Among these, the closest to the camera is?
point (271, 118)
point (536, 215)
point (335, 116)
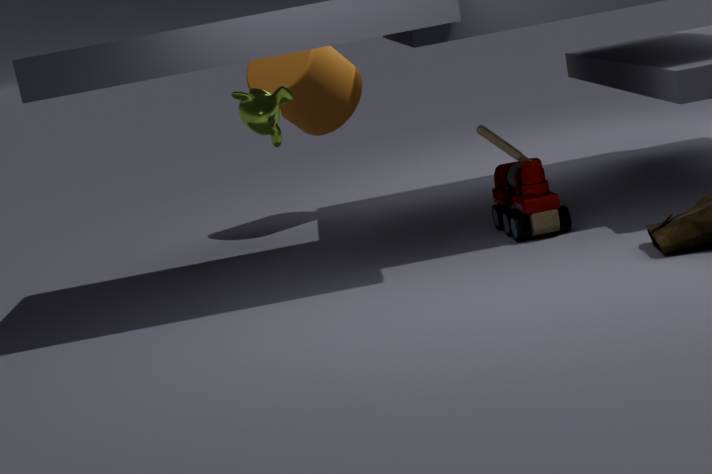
point (536, 215)
